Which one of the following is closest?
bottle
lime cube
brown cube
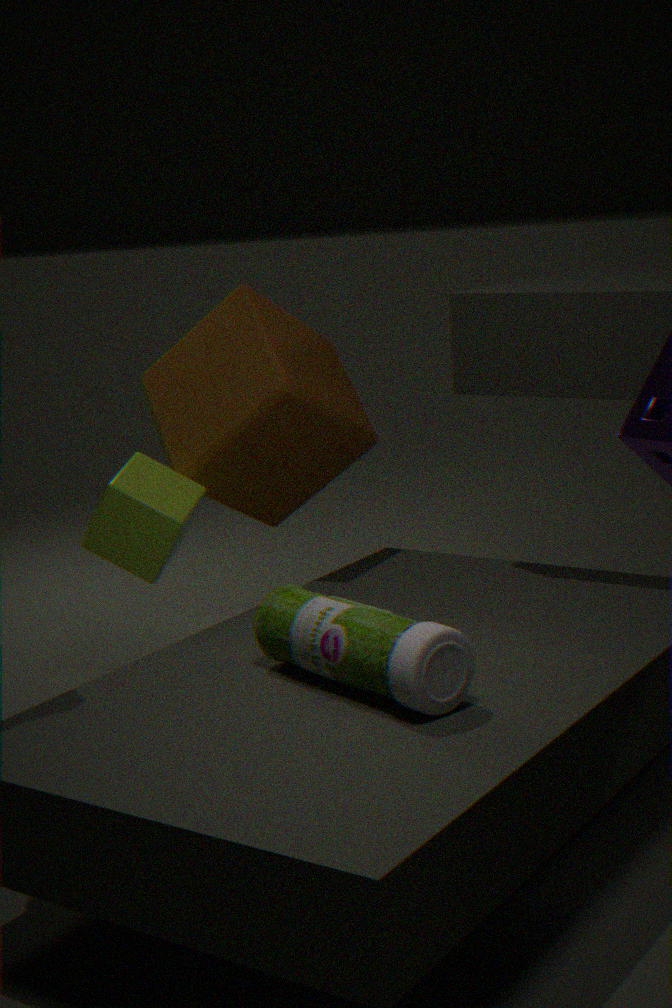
bottle
